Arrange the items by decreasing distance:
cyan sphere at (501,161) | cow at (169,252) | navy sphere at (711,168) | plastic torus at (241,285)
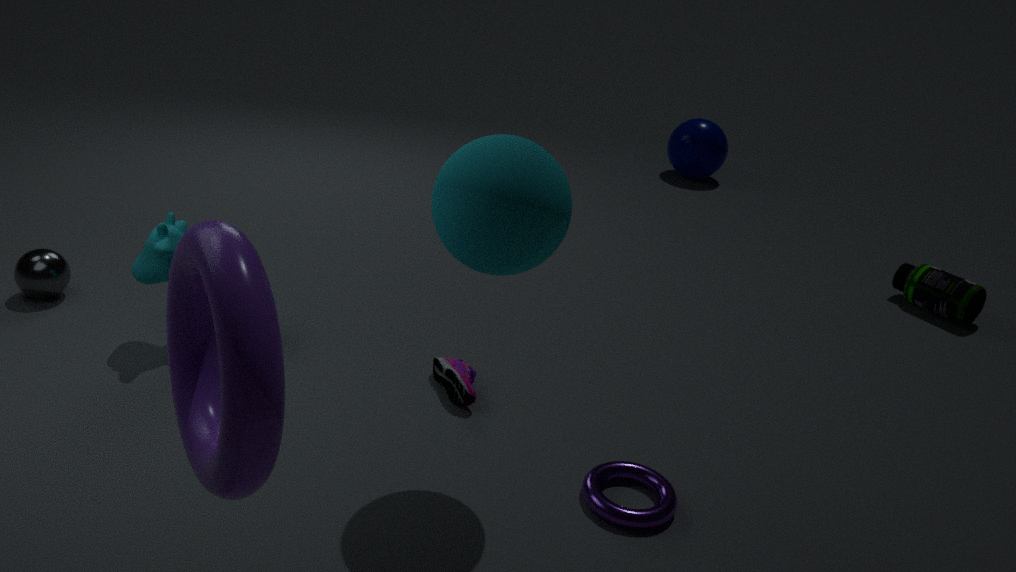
navy sphere at (711,168) < cow at (169,252) < cyan sphere at (501,161) < plastic torus at (241,285)
